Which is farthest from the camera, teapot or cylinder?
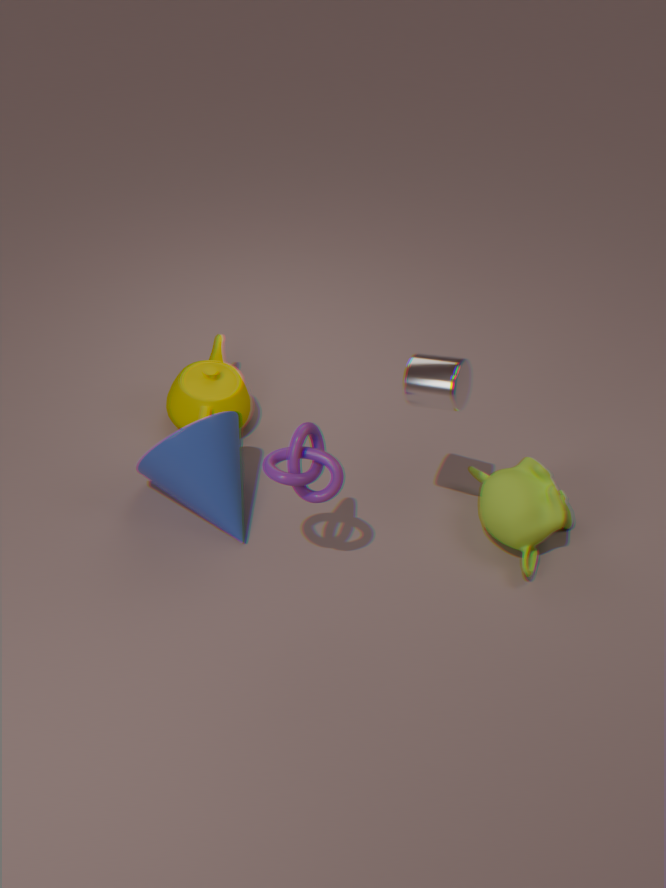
teapot
